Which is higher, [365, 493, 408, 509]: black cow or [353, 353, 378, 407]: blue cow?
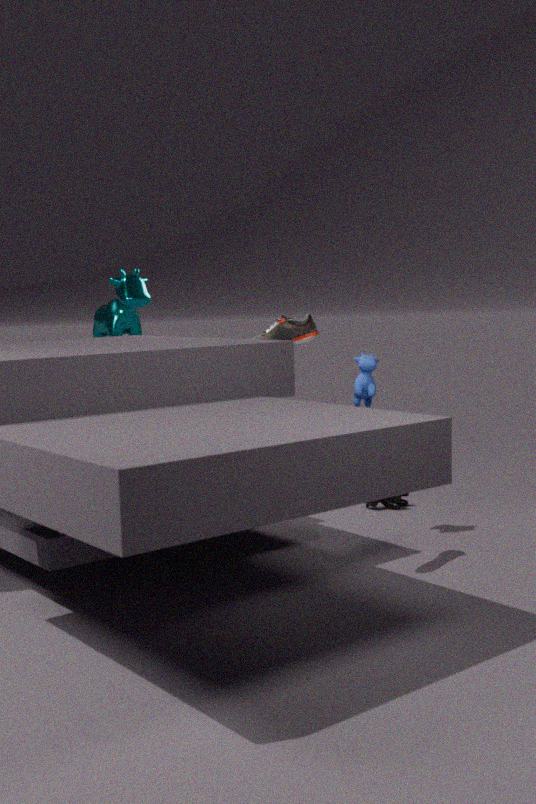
[353, 353, 378, 407]: blue cow
